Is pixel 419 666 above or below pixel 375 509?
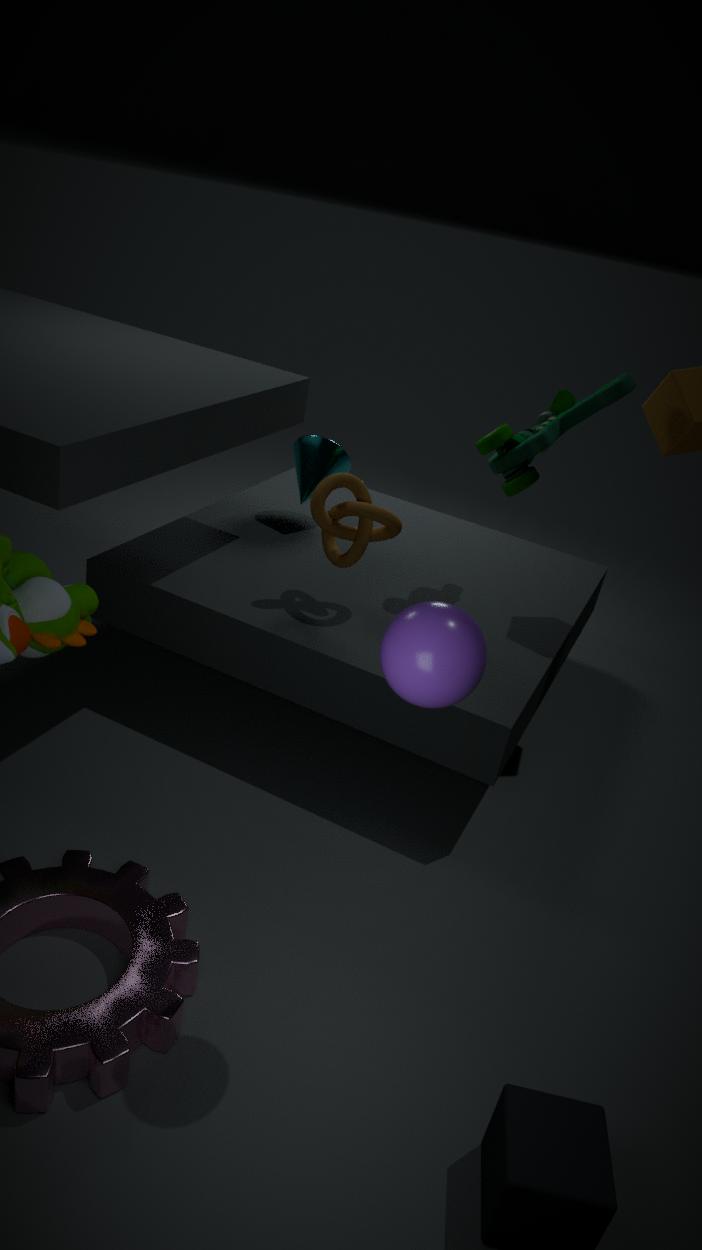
above
